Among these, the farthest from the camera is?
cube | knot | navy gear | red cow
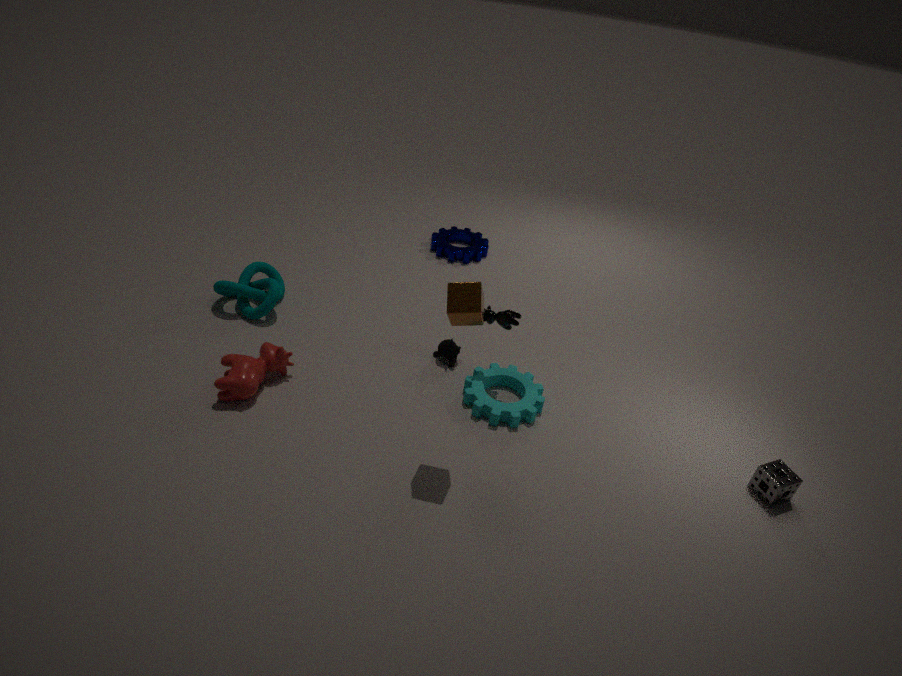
navy gear
